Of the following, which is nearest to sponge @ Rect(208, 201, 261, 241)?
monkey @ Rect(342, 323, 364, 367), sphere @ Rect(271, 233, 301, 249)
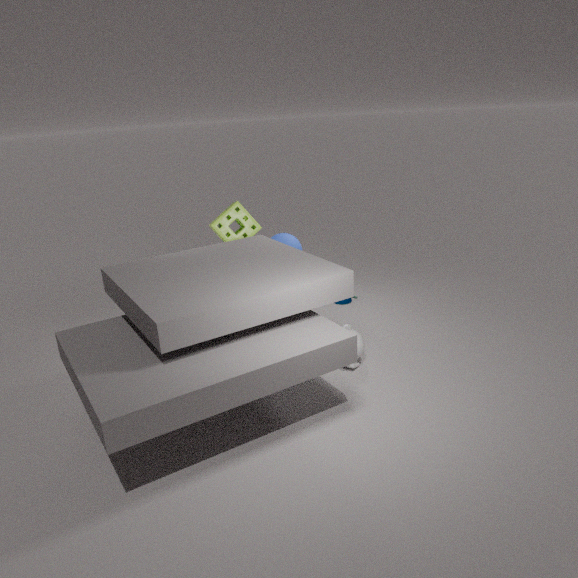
sphere @ Rect(271, 233, 301, 249)
